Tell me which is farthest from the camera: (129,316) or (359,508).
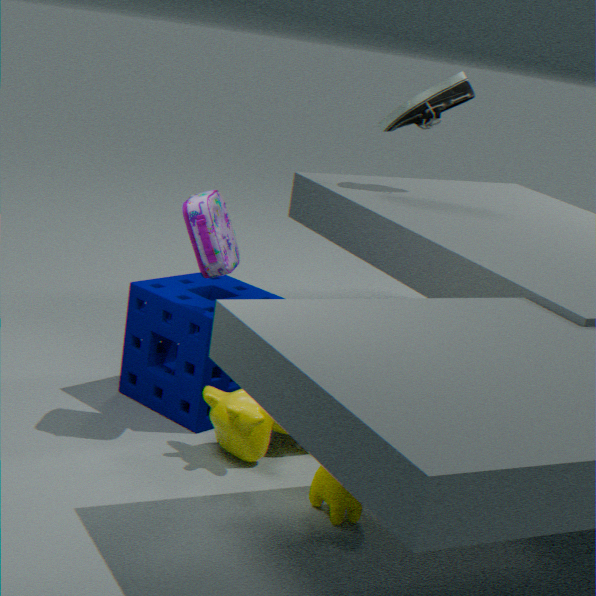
(129,316)
